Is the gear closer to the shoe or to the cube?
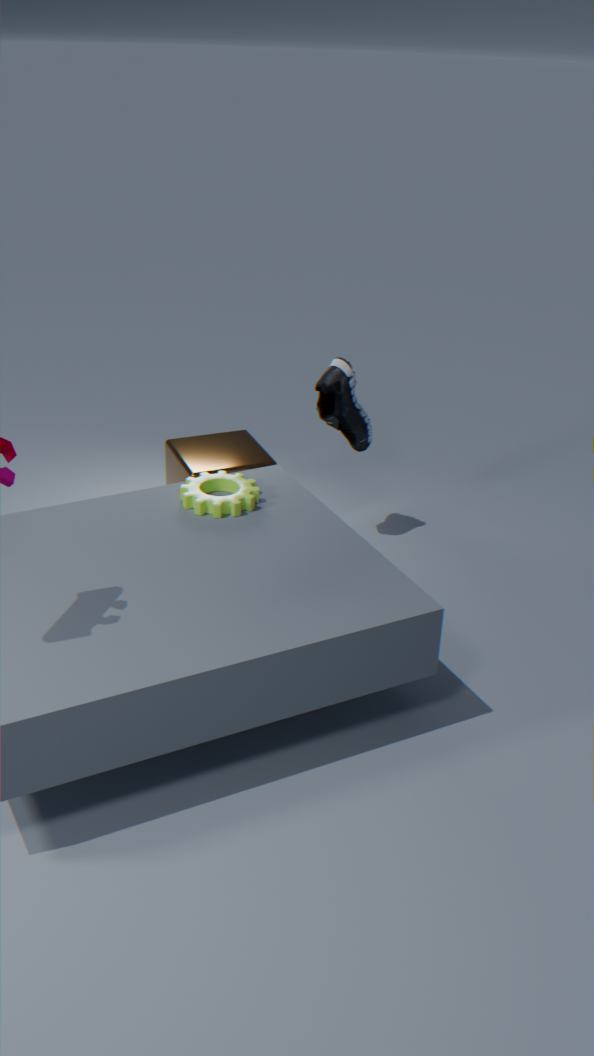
the cube
